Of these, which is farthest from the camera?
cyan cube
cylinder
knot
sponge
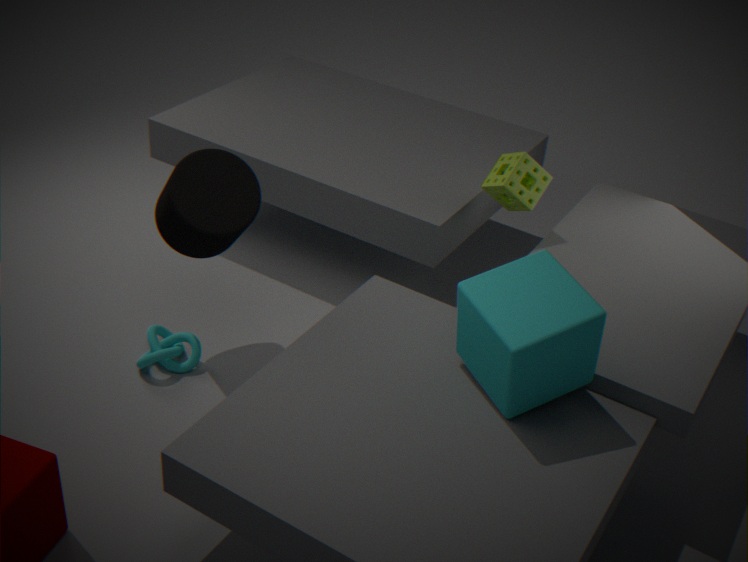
sponge
